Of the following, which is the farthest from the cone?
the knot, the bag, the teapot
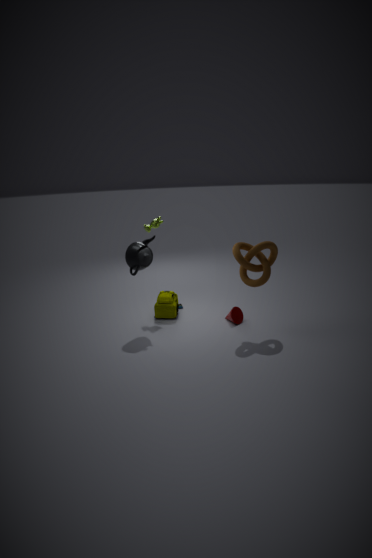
the teapot
